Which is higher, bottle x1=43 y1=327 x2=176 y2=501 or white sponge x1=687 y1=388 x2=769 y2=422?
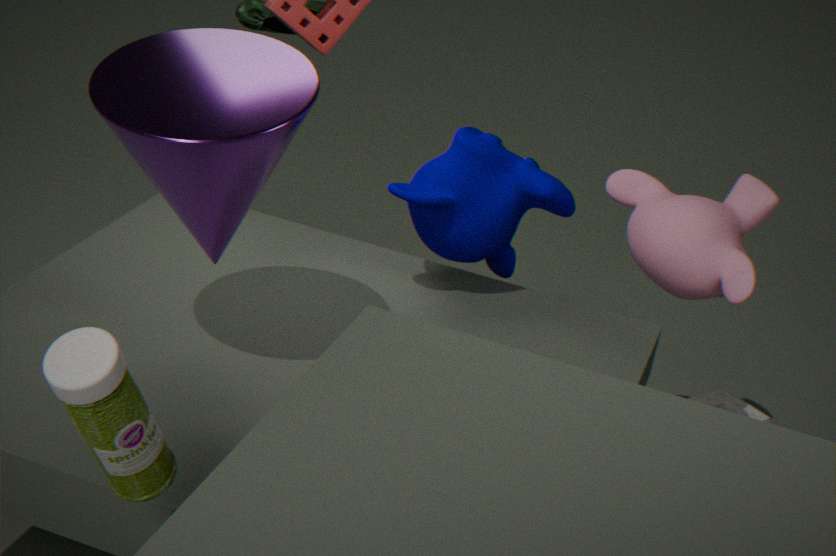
bottle x1=43 y1=327 x2=176 y2=501
